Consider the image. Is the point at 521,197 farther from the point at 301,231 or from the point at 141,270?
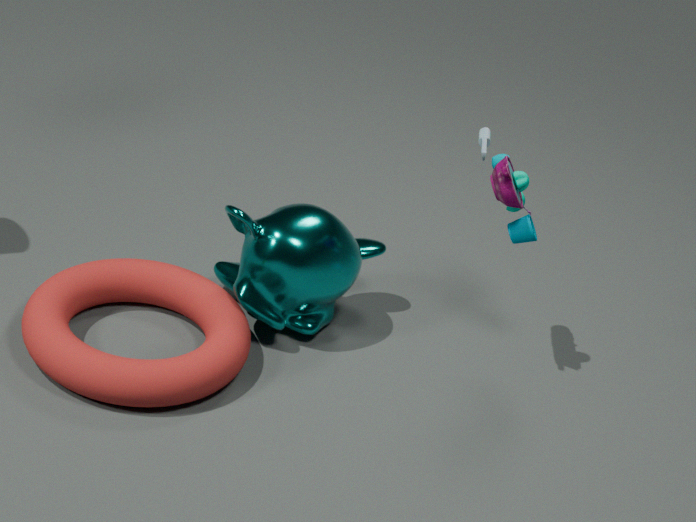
the point at 141,270
